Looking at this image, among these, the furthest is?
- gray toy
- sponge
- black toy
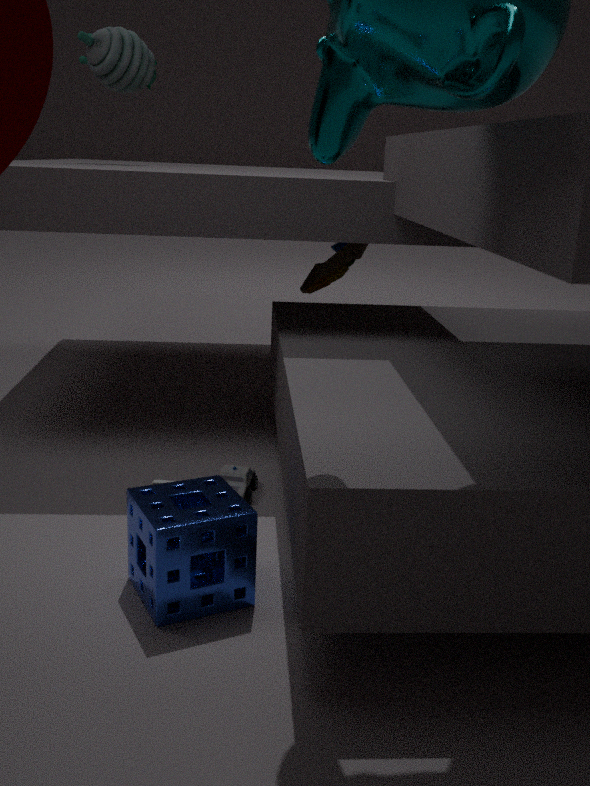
black toy
